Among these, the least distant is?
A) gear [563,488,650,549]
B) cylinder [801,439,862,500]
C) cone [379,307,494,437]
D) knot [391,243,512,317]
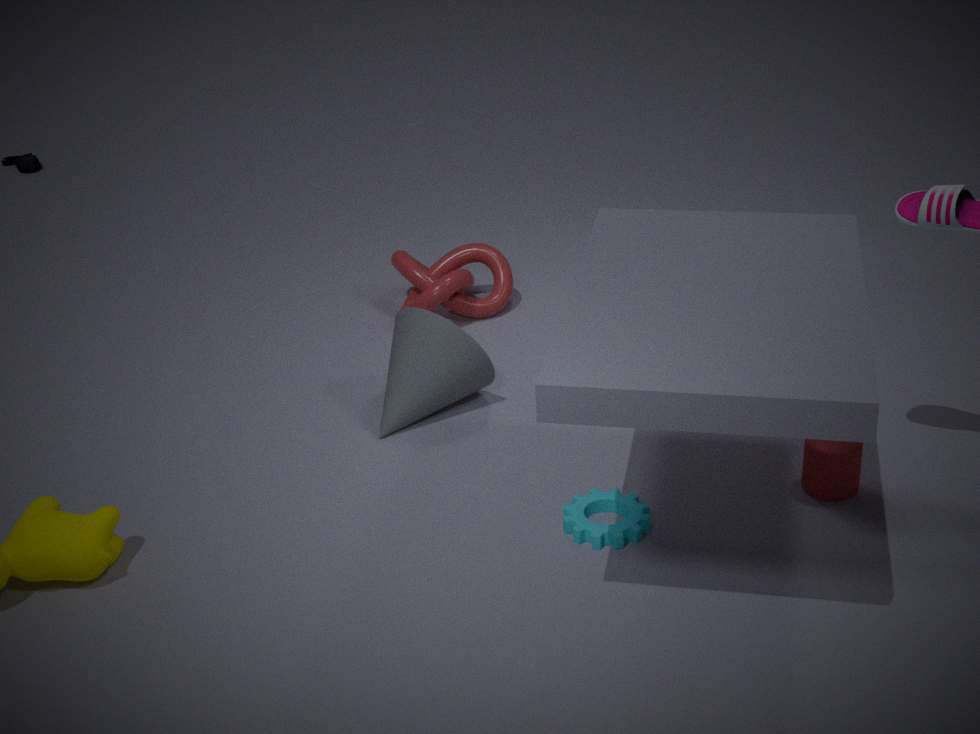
gear [563,488,650,549]
